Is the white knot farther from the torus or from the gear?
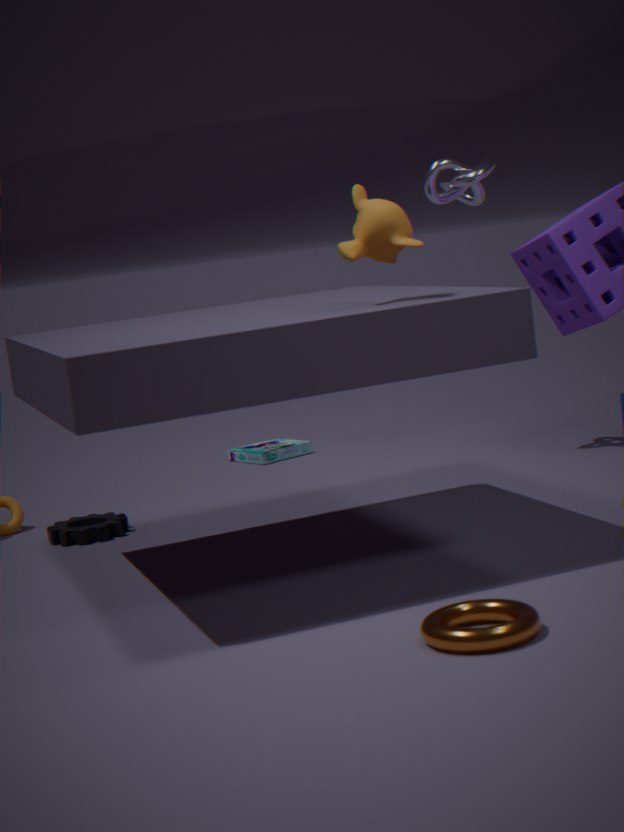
the torus
